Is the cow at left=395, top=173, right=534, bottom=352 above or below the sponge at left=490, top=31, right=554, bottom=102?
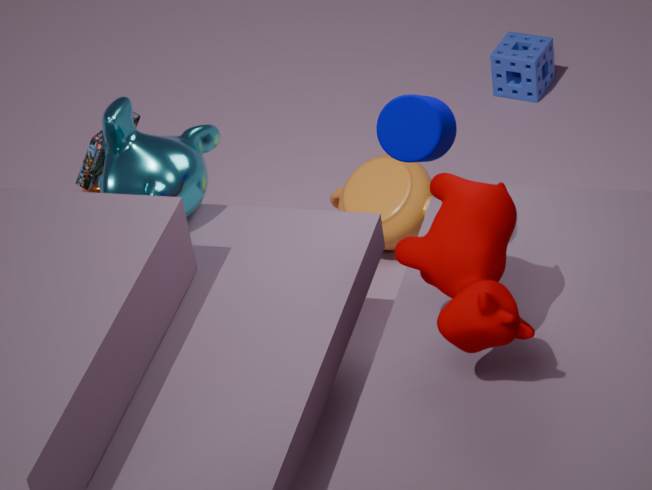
above
